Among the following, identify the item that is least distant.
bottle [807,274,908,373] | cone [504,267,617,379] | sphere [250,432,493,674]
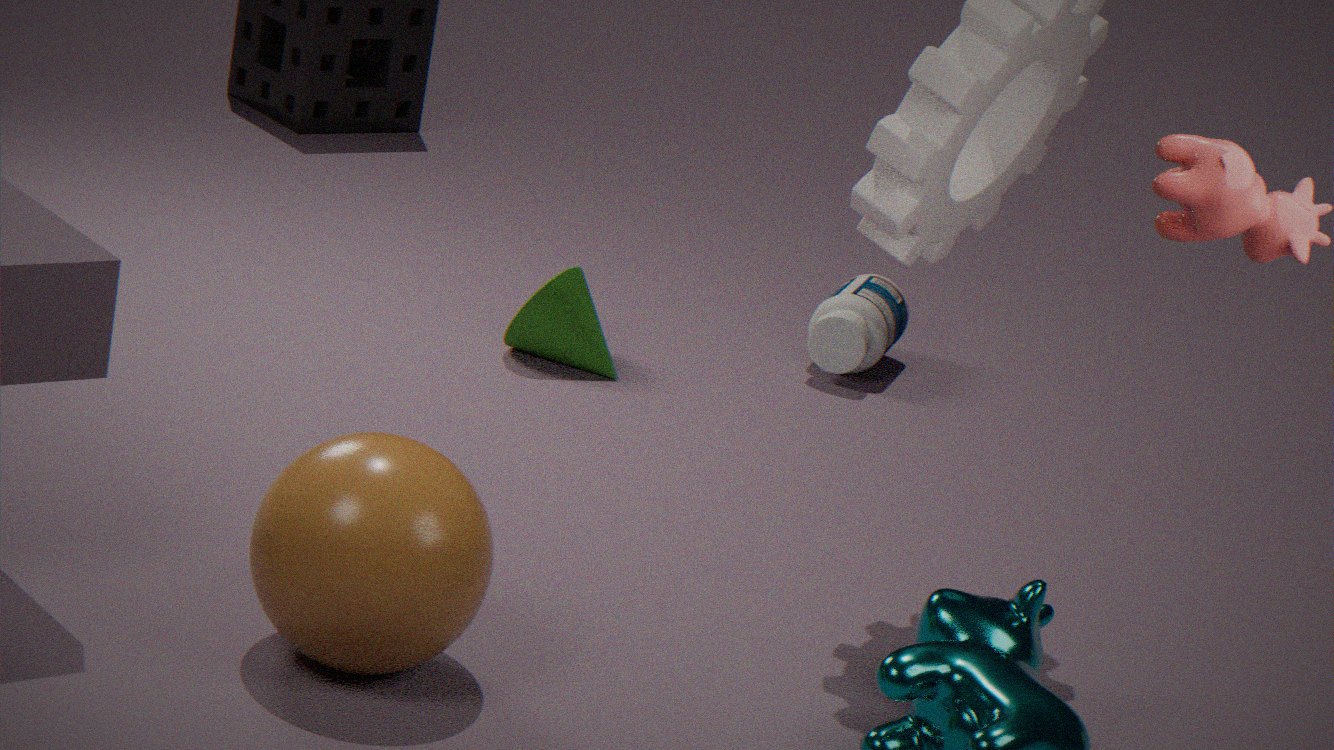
sphere [250,432,493,674]
